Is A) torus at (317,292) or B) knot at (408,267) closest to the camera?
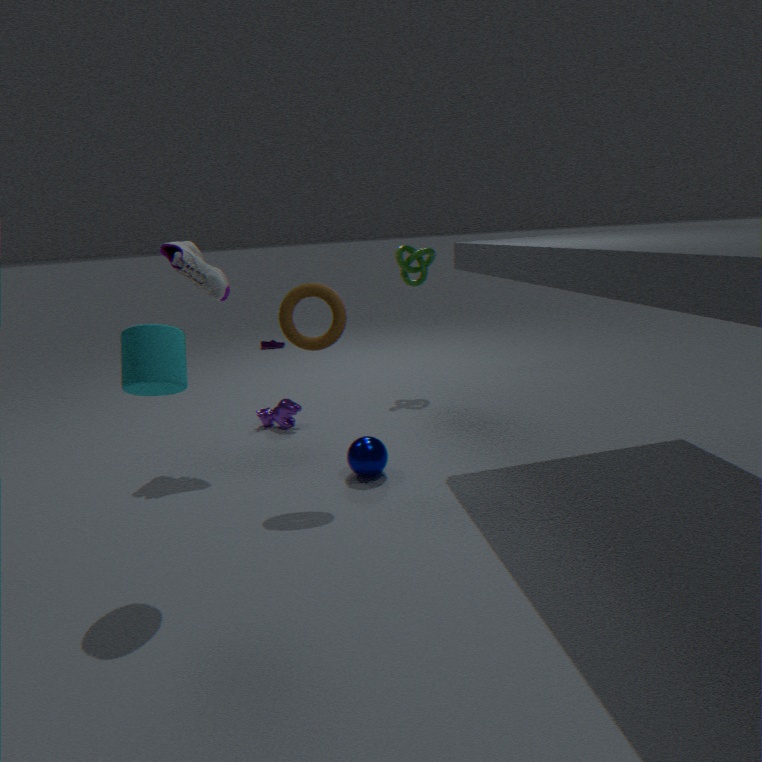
A. torus at (317,292)
